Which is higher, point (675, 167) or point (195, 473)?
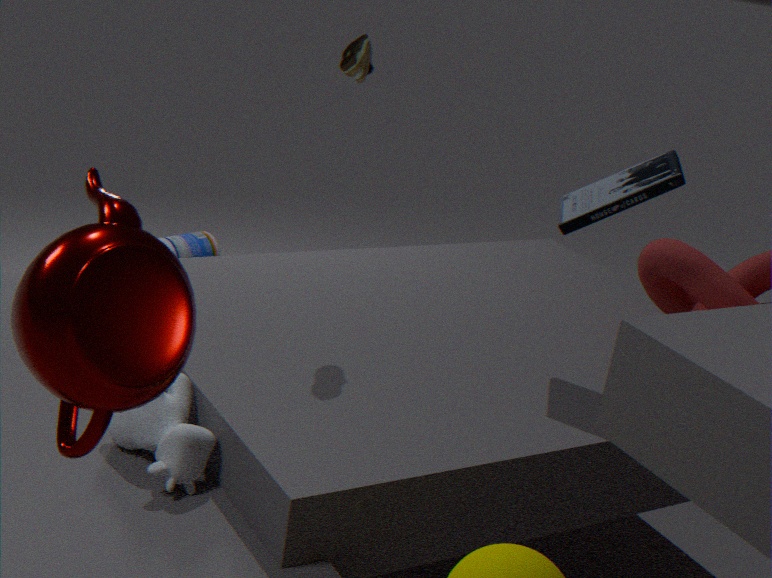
point (675, 167)
